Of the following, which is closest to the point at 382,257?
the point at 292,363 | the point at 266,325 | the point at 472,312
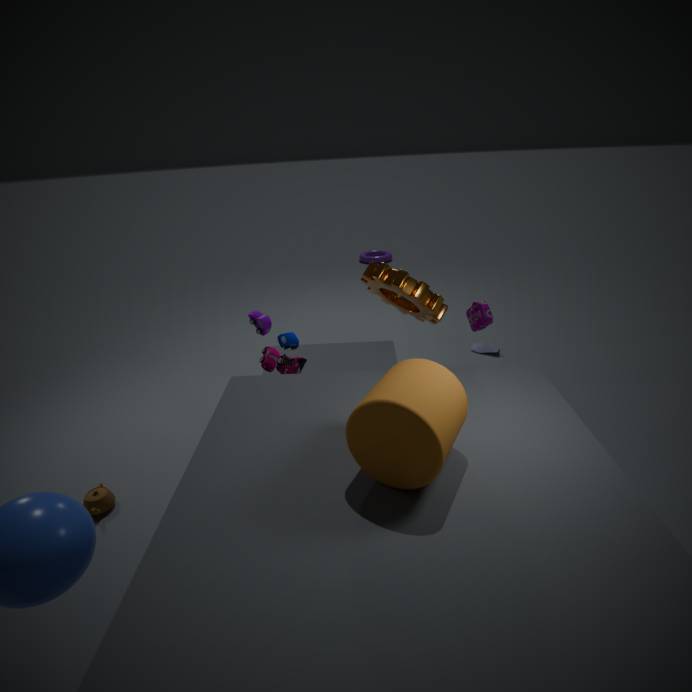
the point at 472,312
